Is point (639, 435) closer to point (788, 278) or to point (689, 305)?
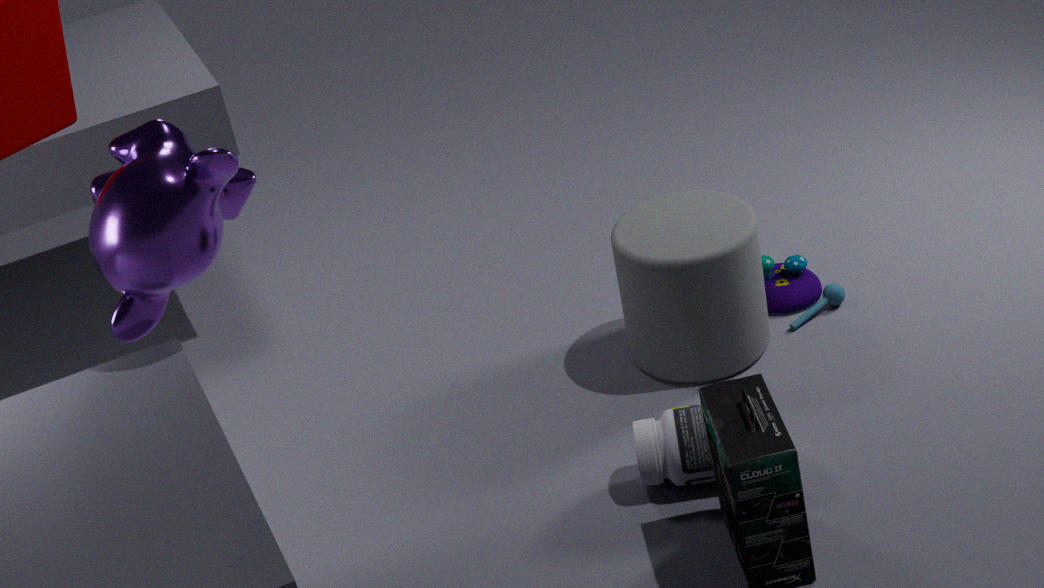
point (689, 305)
